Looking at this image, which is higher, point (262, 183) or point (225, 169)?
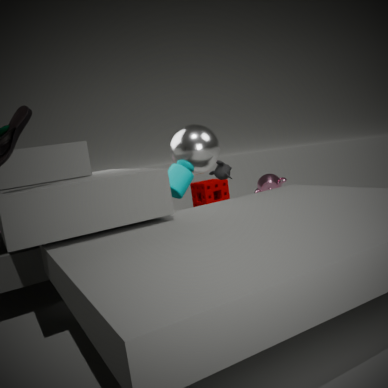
point (225, 169)
